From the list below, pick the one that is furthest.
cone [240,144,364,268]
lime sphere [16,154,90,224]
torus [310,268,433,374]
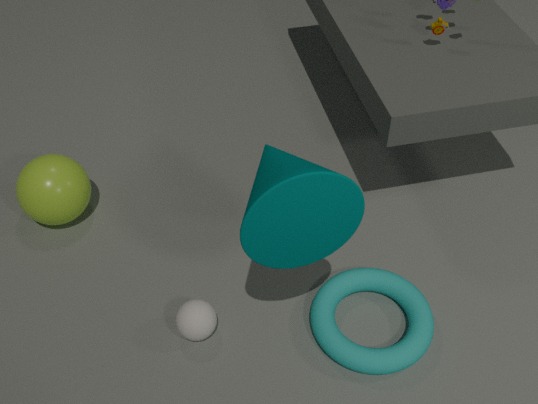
lime sphere [16,154,90,224]
